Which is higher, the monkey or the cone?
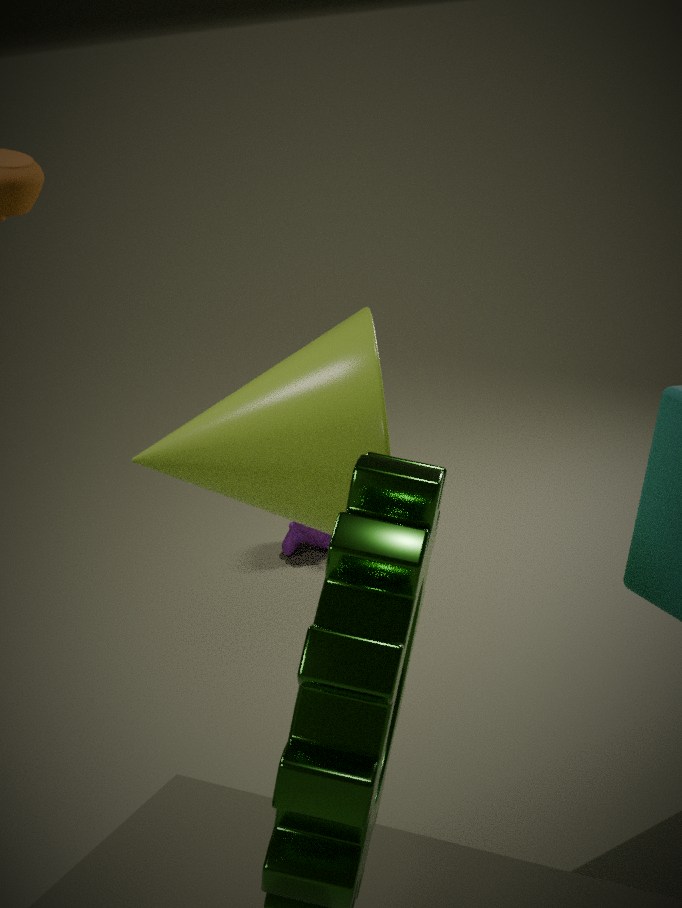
the cone
